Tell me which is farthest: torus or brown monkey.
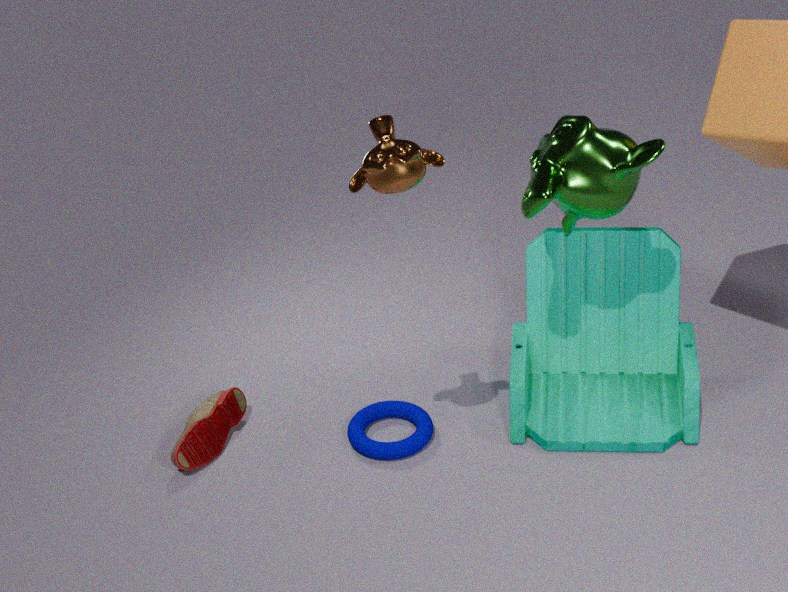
torus
